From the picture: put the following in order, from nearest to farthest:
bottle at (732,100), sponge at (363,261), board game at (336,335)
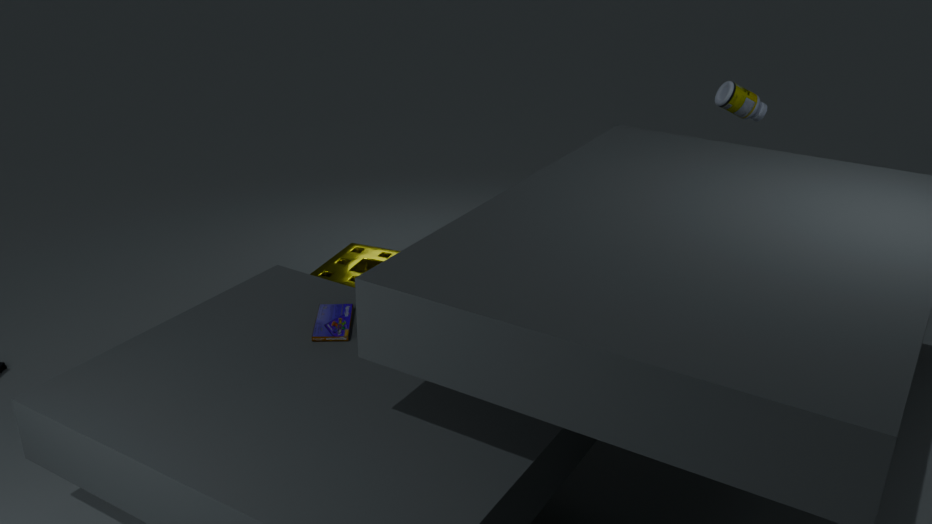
board game at (336,335) < sponge at (363,261) < bottle at (732,100)
